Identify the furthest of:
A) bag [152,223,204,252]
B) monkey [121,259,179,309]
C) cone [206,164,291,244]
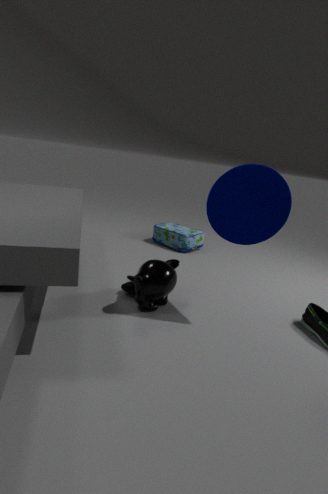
bag [152,223,204,252]
